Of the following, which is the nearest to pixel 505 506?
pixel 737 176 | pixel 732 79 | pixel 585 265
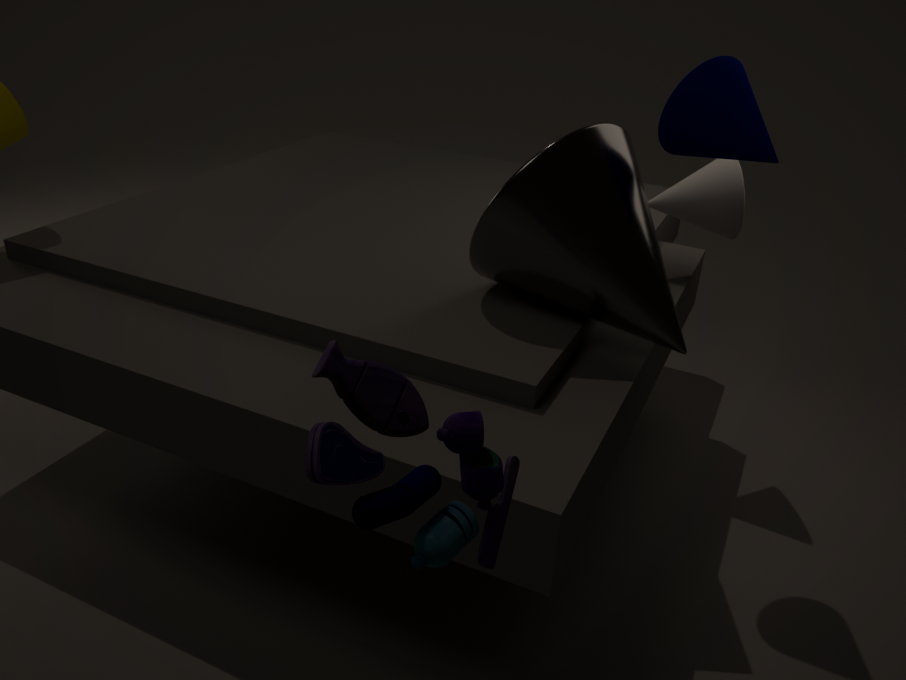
pixel 585 265
